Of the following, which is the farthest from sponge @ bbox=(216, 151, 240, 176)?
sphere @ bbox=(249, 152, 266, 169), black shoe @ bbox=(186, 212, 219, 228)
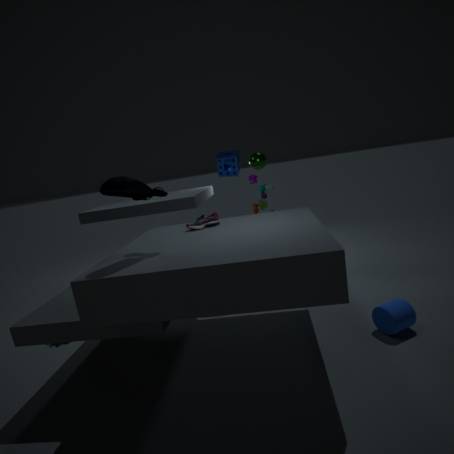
black shoe @ bbox=(186, 212, 219, 228)
